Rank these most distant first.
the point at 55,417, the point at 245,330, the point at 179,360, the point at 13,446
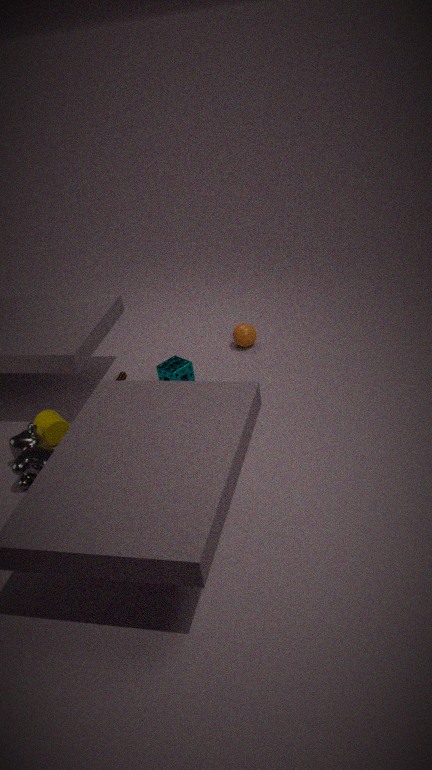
the point at 245,330 → the point at 179,360 → the point at 55,417 → the point at 13,446
